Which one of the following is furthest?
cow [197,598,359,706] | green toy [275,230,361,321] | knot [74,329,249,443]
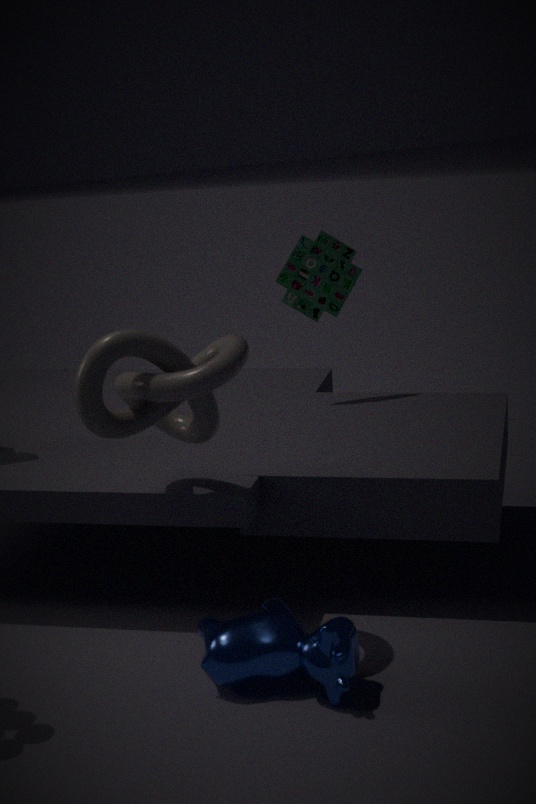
green toy [275,230,361,321]
